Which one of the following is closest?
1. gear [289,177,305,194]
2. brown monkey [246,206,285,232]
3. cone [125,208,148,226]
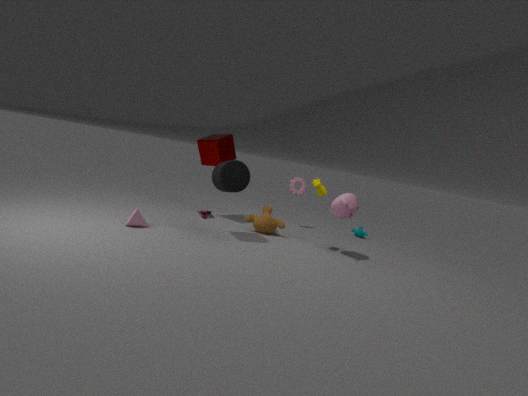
cone [125,208,148,226]
